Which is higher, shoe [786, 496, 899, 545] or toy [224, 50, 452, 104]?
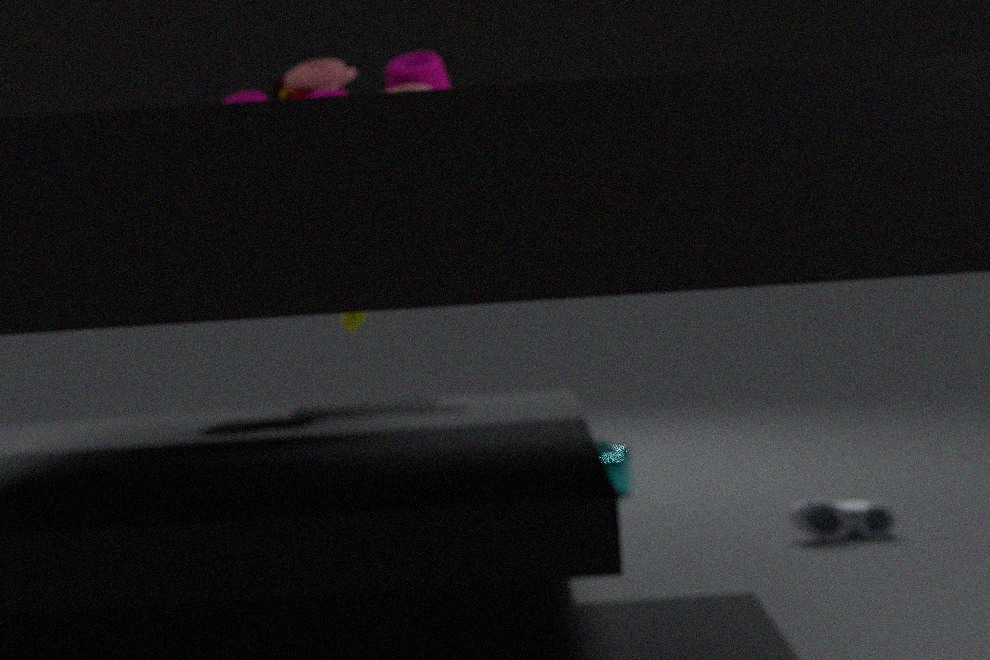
toy [224, 50, 452, 104]
